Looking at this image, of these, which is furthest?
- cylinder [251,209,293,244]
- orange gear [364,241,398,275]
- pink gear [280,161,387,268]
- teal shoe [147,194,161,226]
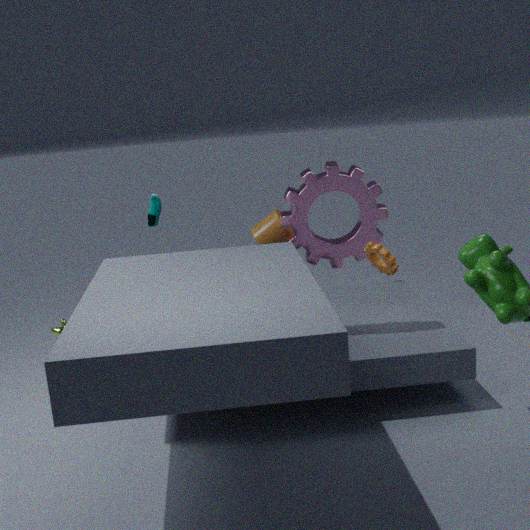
orange gear [364,241,398,275]
